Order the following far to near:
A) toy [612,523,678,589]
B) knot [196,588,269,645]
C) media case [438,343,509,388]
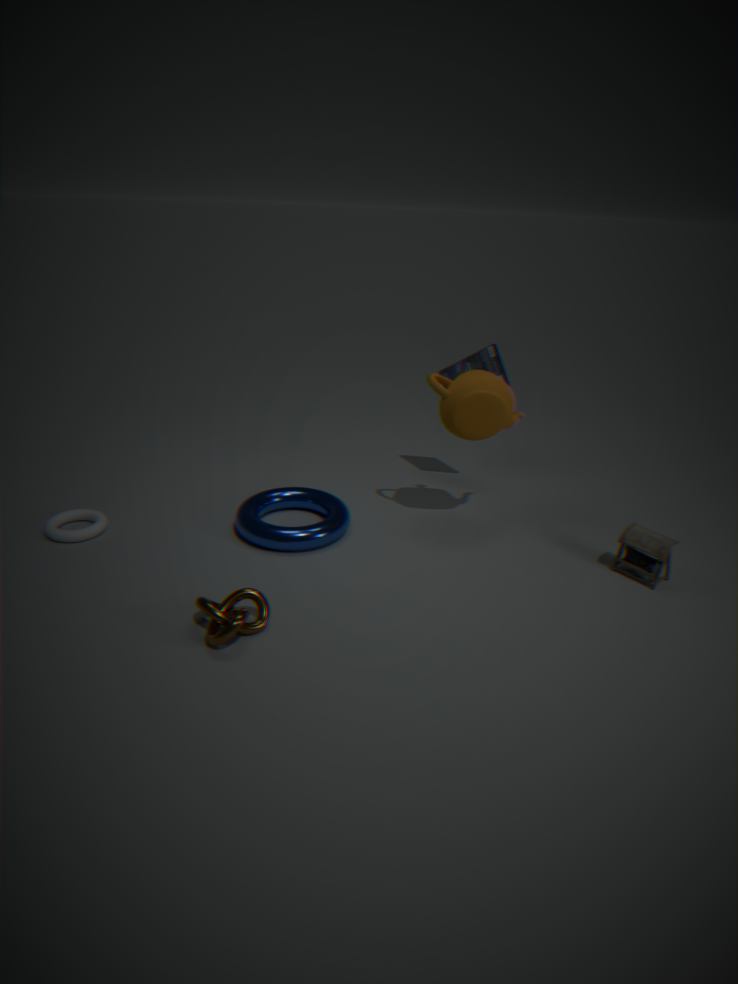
media case [438,343,509,388] < toy [612,523,678,589] < knot [196,588,269,645]
